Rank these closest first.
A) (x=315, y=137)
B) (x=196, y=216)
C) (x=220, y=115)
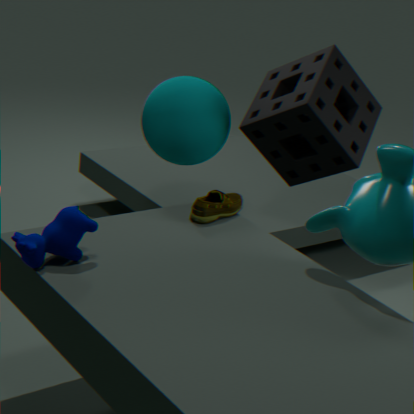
B. (x=196, y=216) → A. (x=315, y=137) → C. (x=220, y=115)
